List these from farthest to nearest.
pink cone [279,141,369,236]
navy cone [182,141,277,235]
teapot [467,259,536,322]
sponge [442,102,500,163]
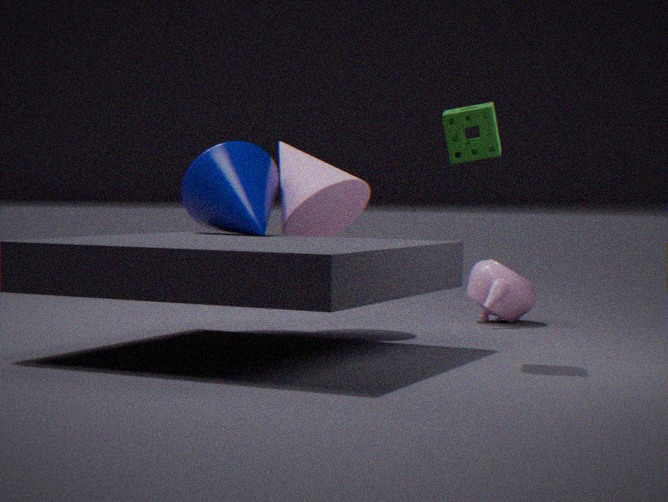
teapot [467,259,536,322]
pink cone [279,141,369,236]
navy cone [182,141,277,235]
sponge [442,102,500,163]
